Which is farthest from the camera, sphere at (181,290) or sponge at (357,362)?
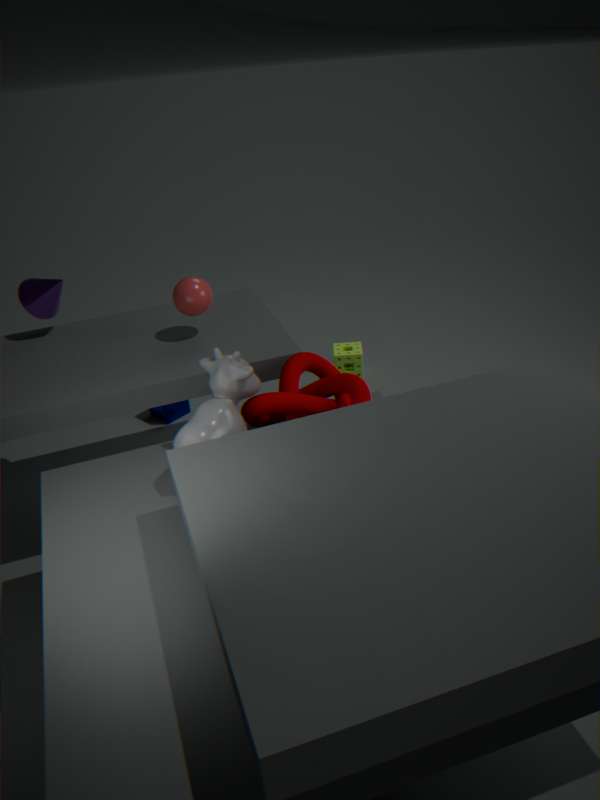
sponge at (357,362)
